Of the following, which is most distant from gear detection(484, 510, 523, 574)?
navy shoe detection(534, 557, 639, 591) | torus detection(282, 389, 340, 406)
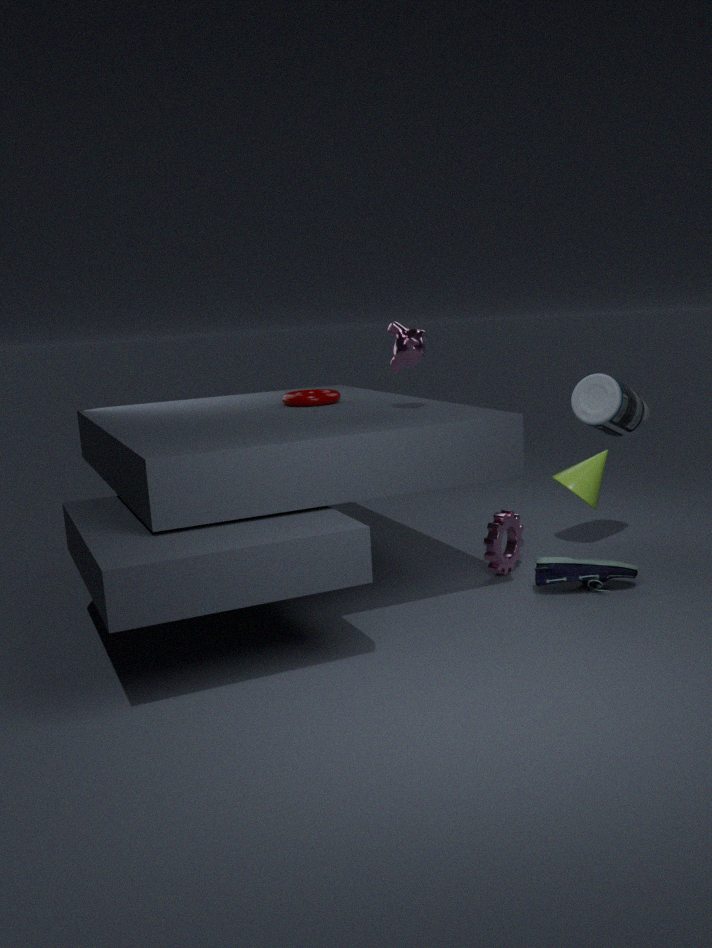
torus detection(282, 389, 340, 406)
